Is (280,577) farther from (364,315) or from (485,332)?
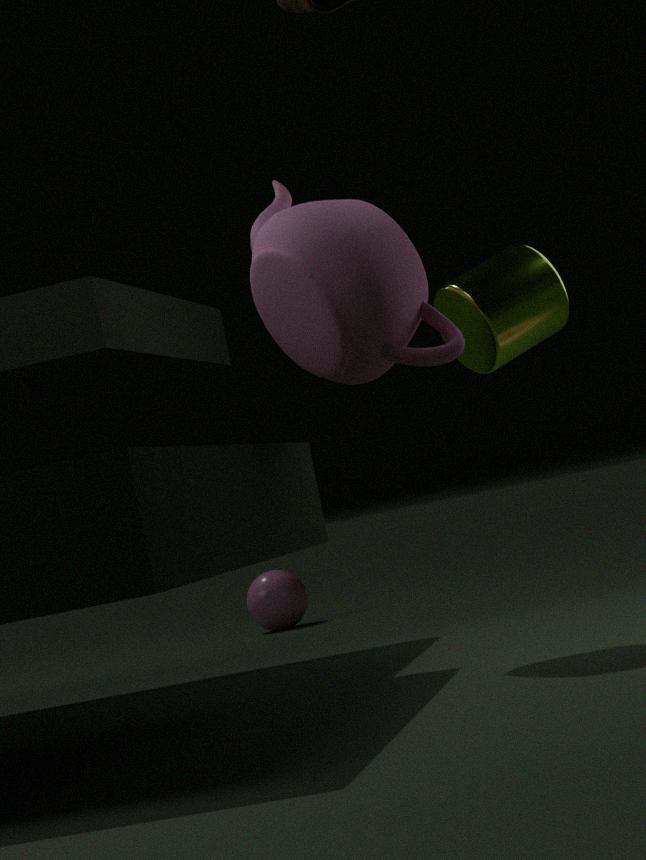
(364,315)
